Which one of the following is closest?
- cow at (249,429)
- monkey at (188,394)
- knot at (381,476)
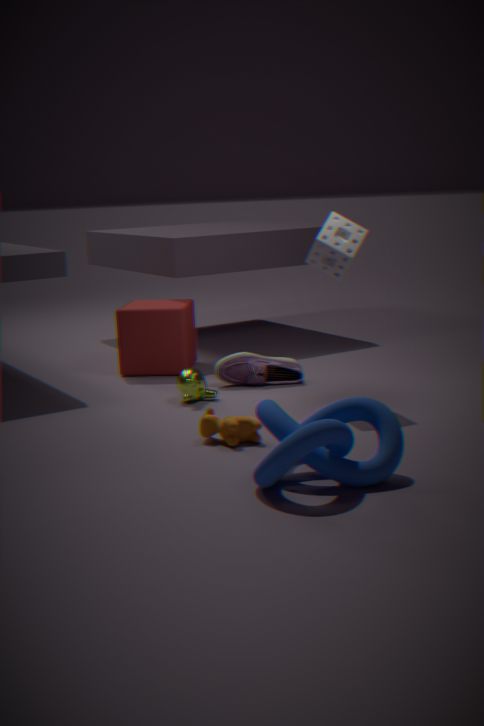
knot at (381,476)
